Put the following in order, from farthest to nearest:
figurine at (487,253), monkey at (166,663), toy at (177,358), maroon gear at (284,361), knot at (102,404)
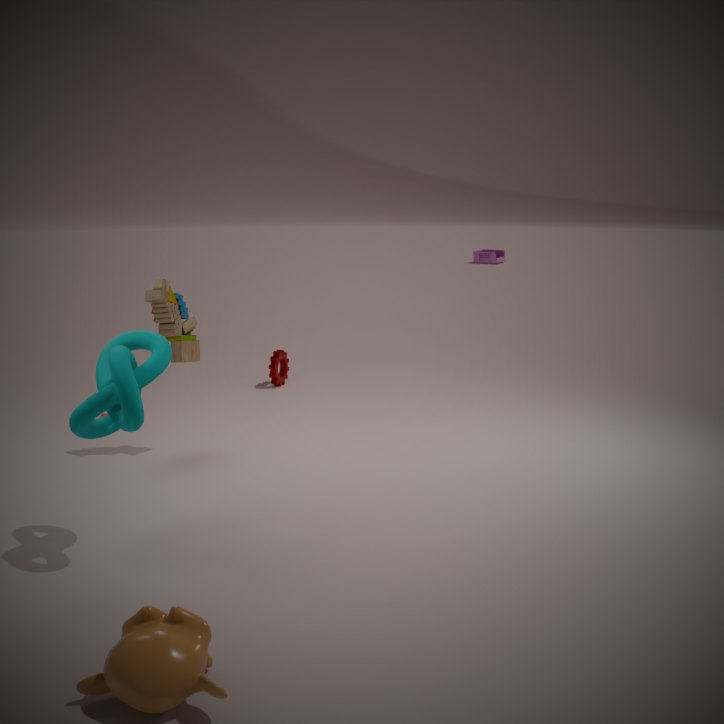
figurine at (487,253)
maroon gear at (284,361)
toy at (177,358)
knot at (102,404)
monkey at (166,663)
